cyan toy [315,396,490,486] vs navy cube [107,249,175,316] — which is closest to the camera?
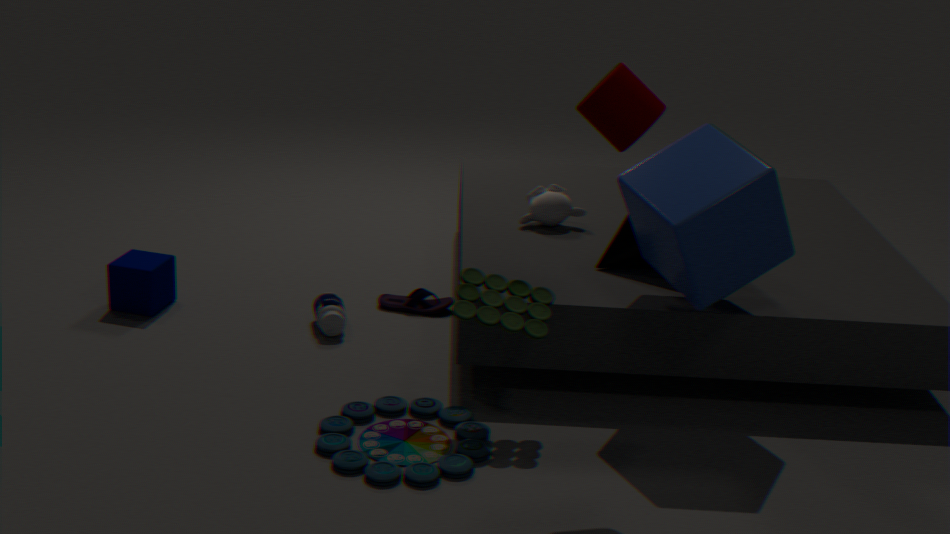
cyan toy [315,396,490,486]
